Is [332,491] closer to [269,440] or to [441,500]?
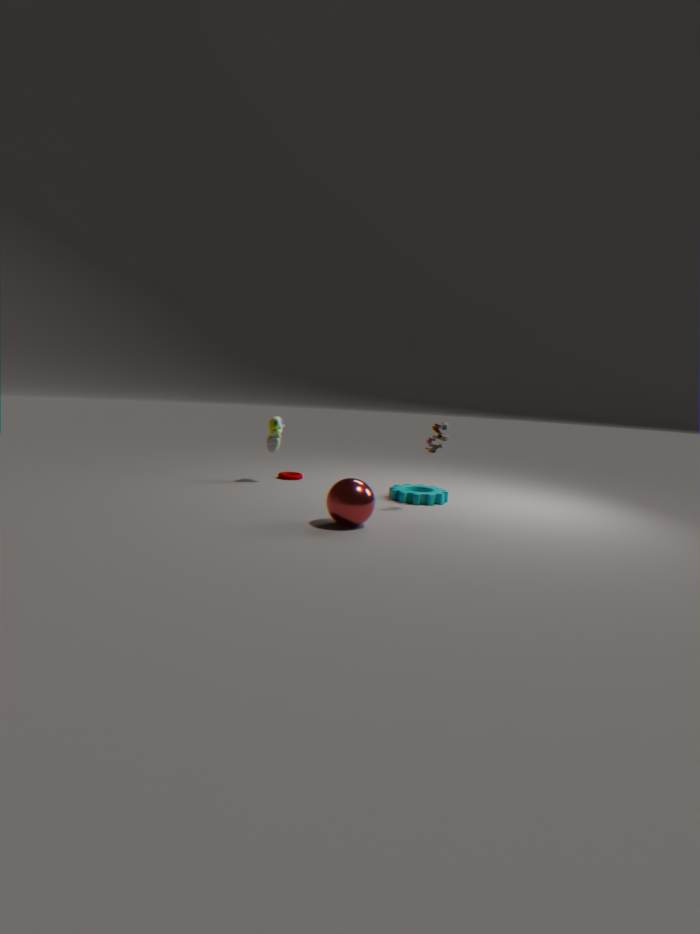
[441,500]
